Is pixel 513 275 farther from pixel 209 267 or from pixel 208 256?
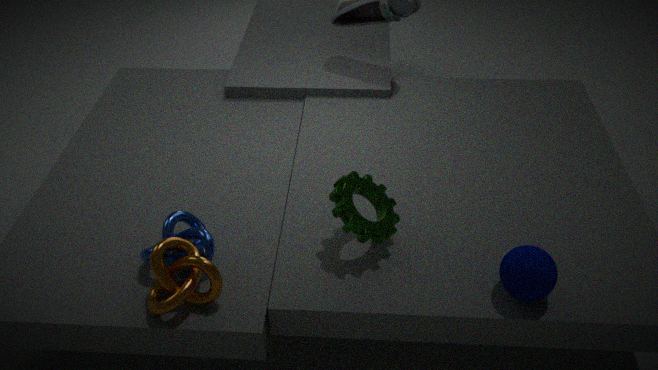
pixel 208 256
